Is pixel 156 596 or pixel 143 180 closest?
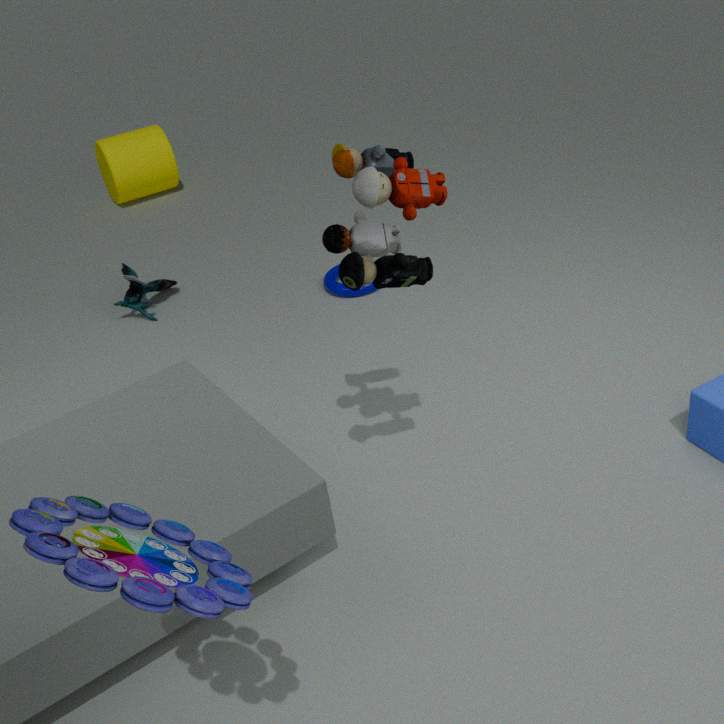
pixel 156 596
